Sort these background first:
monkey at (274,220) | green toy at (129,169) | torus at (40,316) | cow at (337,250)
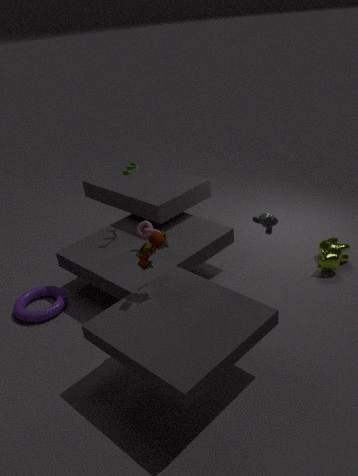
cow at (337,250)
green toy at (129,169)
torus at (40,316)
monkey at (274,220)
